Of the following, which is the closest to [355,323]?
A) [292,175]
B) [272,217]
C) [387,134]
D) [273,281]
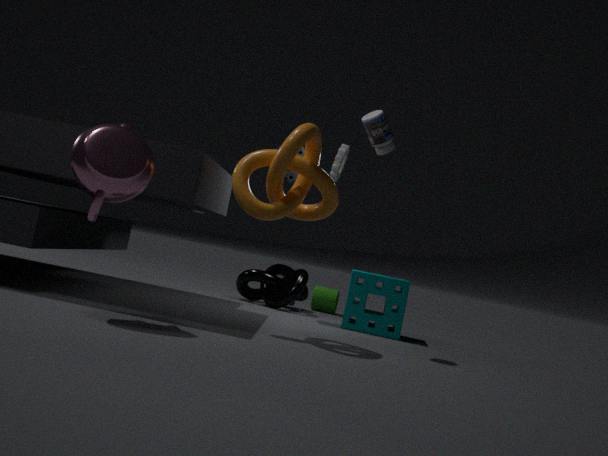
[273,281]
